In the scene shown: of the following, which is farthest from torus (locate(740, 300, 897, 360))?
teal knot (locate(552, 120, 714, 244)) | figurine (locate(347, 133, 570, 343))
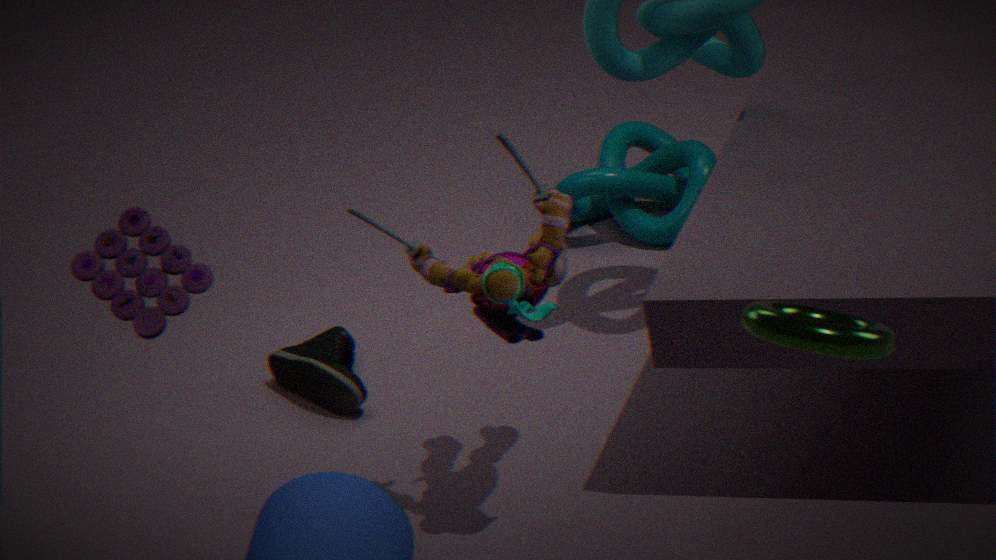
teal knot (locate(552, 120, 714, 244))
